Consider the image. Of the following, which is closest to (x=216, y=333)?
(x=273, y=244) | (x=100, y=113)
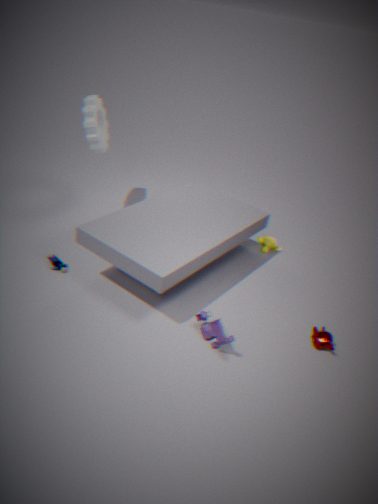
(x=273, y=244)
